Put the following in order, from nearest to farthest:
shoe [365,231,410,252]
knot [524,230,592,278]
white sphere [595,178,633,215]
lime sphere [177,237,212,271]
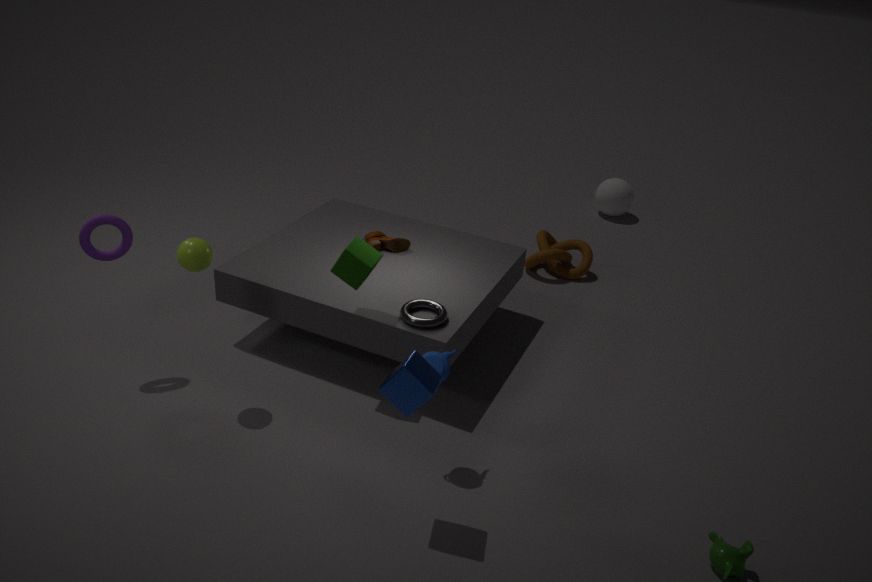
lime sphere [177,237,212,271] → shoe [365,231,410,252] → knot [524,230,592,278] → white sphere [595,178,633,215]
